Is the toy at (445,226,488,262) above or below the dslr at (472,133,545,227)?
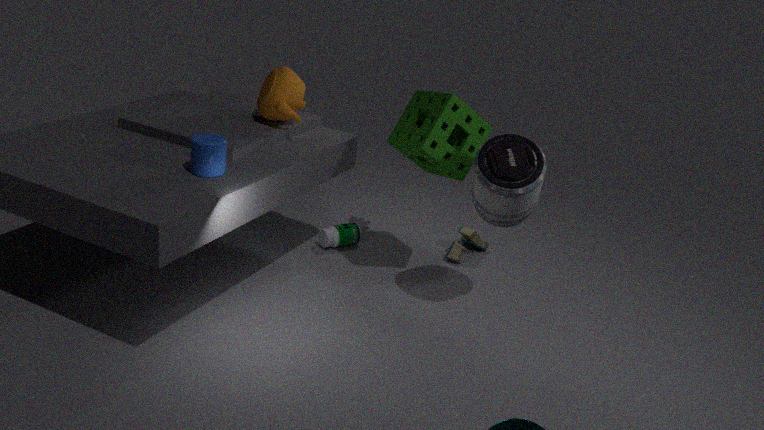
below
